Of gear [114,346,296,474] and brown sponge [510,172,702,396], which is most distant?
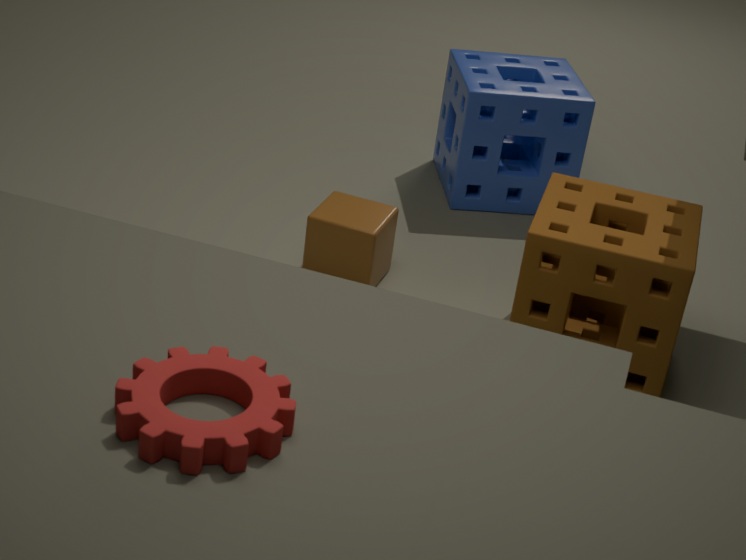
brown sponge [510,172,702,396]
